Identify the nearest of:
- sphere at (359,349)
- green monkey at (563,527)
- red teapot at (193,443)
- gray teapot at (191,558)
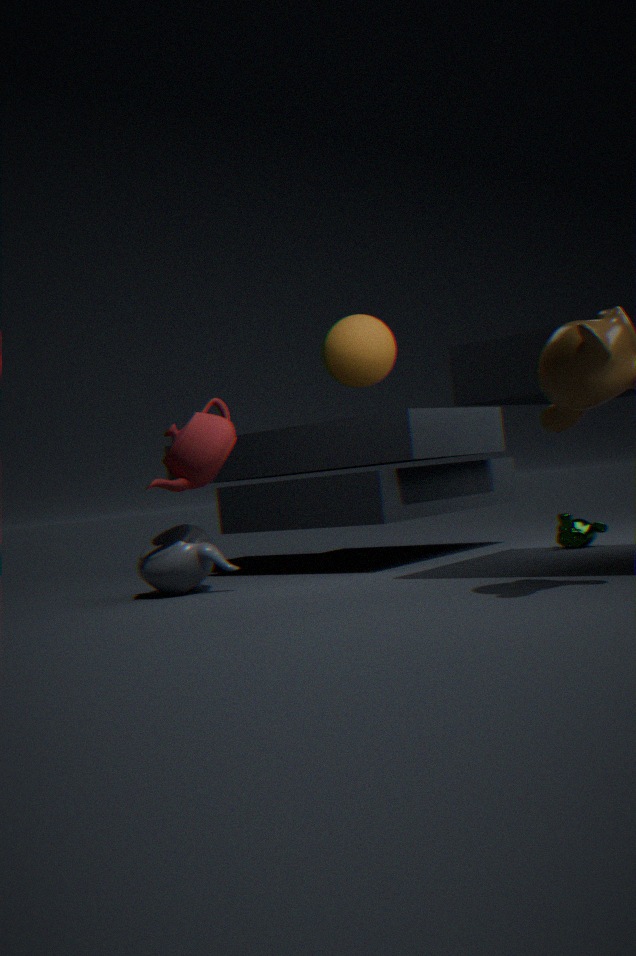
red teapot at (193,443)
